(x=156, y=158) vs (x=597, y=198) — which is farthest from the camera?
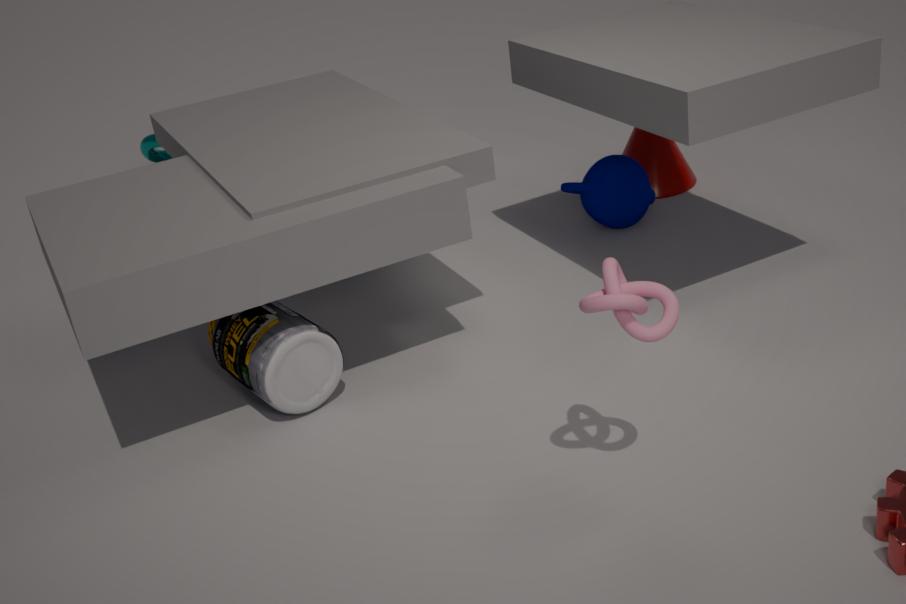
(x=156, y=158)
